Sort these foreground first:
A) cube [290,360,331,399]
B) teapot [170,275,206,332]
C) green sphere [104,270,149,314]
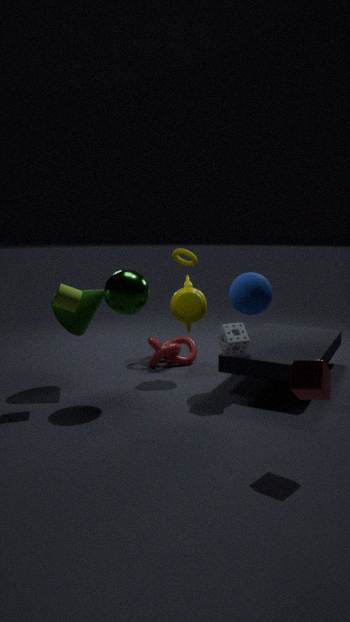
cube [290,360,331,399] < green sphere [104,270,149,314] < teapot [170,275,206,332]
